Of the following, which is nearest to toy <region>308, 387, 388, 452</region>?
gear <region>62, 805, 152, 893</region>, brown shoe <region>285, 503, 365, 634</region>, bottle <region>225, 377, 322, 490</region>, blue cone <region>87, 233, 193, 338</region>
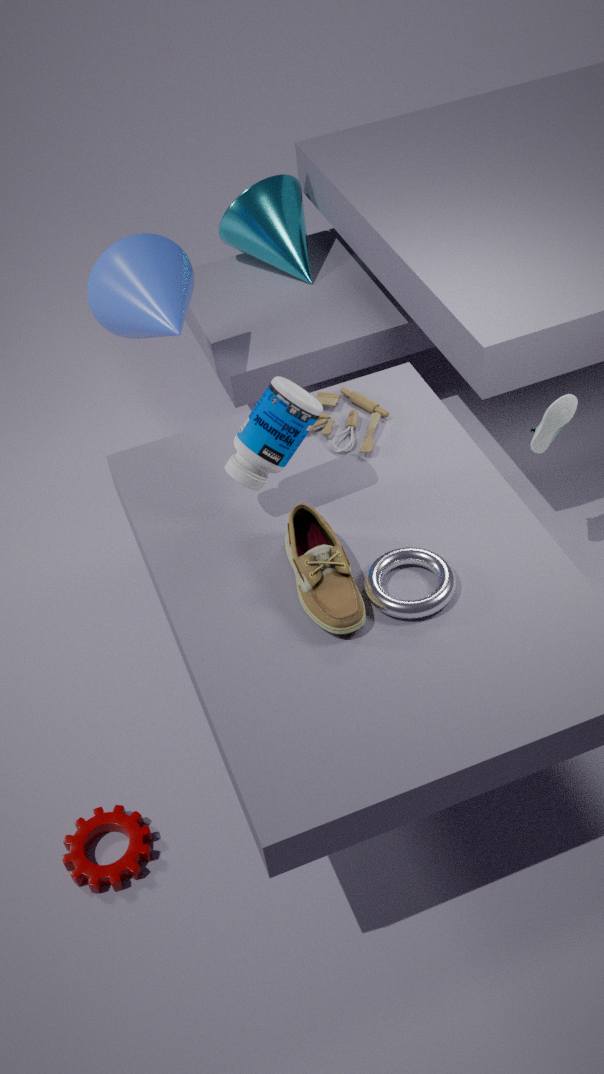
bottle <region>225, 377, 322, 490</region>
